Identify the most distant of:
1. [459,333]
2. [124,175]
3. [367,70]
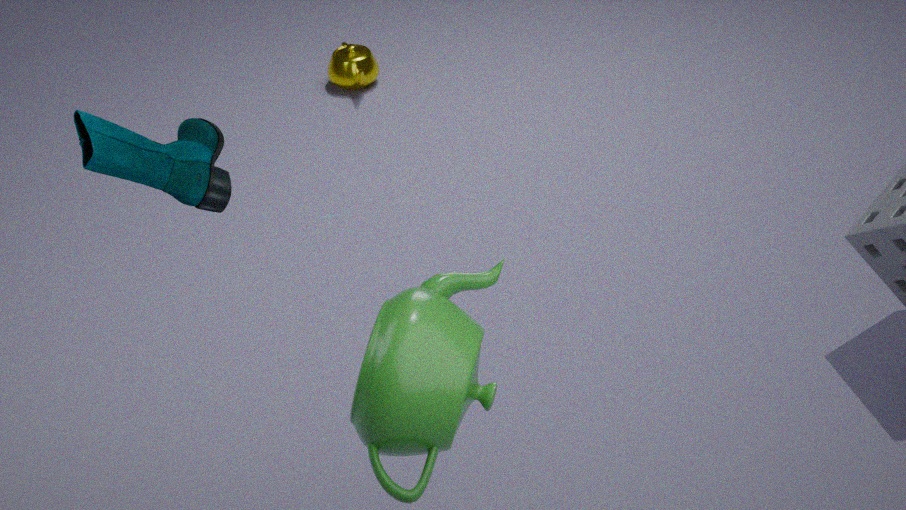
[367,70]
